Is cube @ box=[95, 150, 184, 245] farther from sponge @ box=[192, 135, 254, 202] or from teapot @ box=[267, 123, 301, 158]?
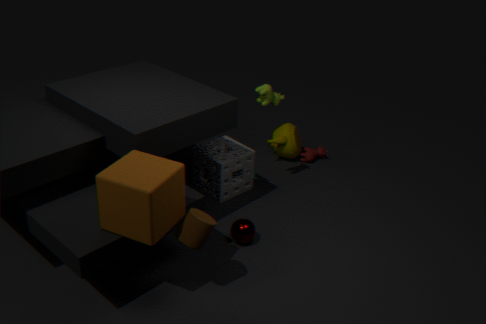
teapot @ box=[267, 123, 301, 158]
